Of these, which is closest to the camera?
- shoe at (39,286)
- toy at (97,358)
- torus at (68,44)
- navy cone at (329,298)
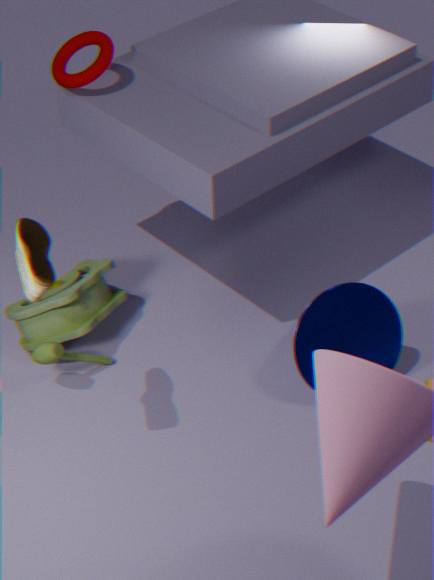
shoe at (39,286)
